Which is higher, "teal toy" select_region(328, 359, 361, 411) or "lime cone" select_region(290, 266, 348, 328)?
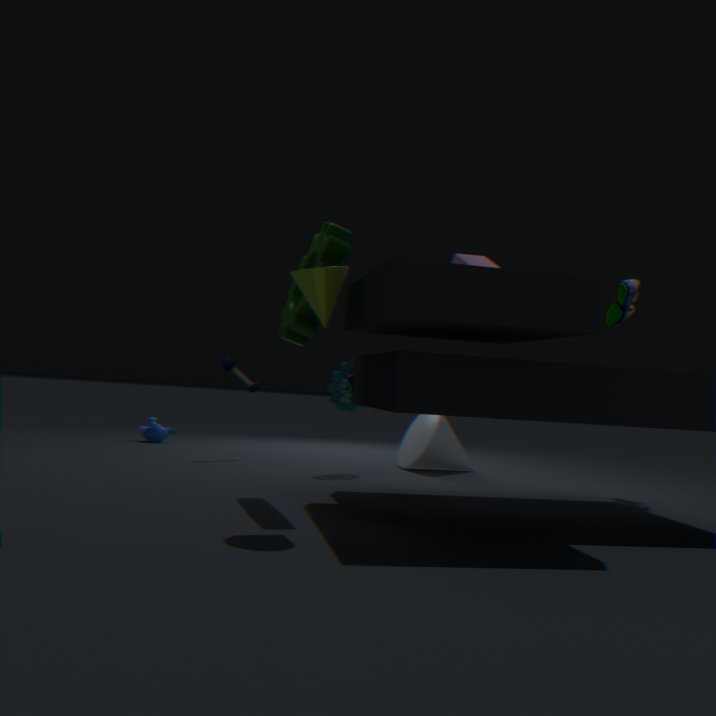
"lime cone" select_region(290, 266, 348, 328)
